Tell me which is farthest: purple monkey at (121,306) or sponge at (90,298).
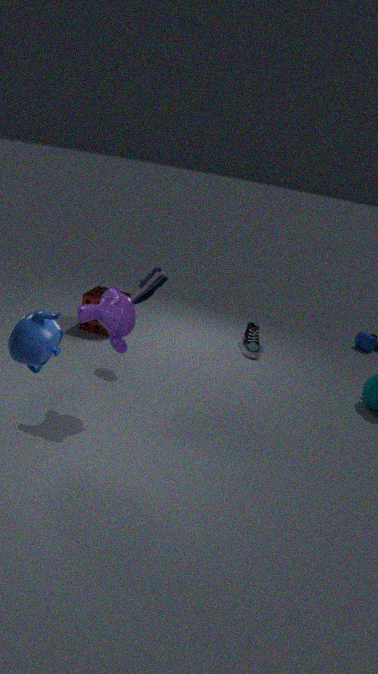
sponge at (90,298)
